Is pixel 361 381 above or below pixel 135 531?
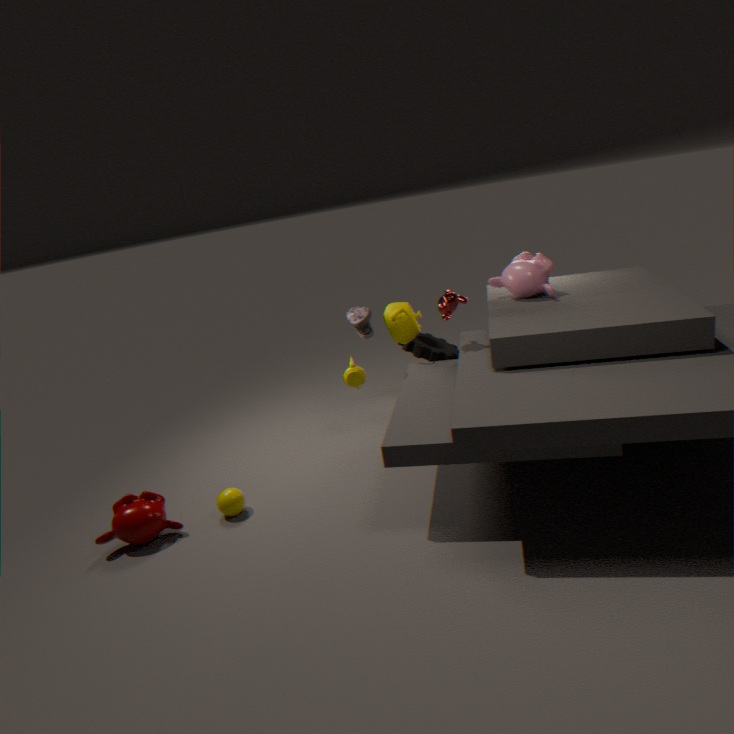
above
